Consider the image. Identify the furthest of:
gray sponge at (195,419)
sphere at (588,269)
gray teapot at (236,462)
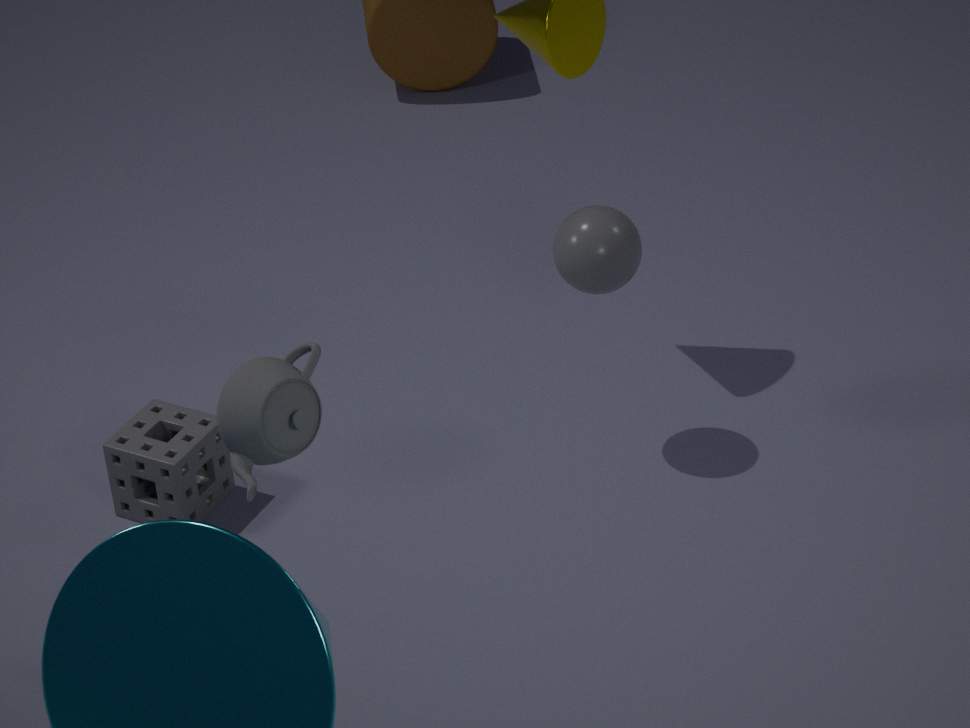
gray sponge at (195,419)
